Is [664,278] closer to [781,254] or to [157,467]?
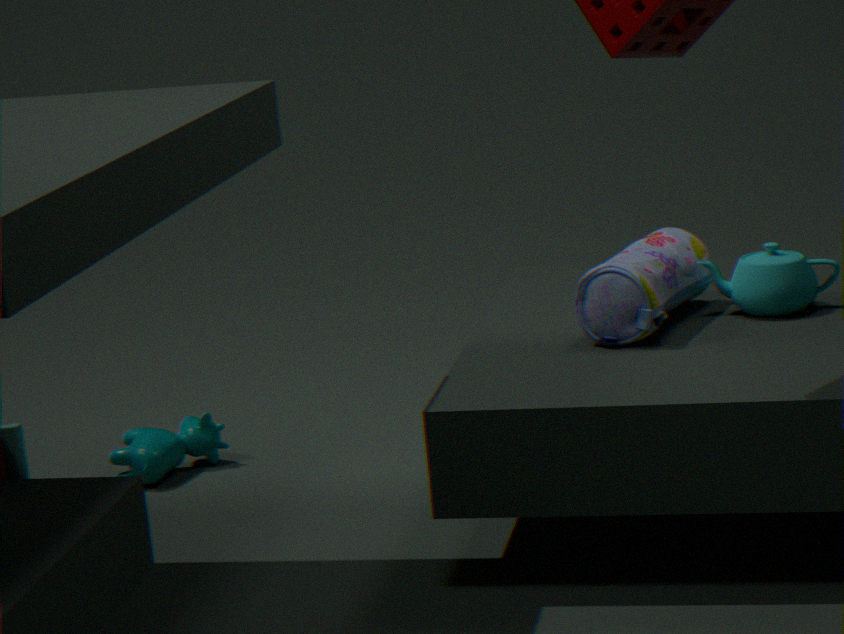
[781,254]
